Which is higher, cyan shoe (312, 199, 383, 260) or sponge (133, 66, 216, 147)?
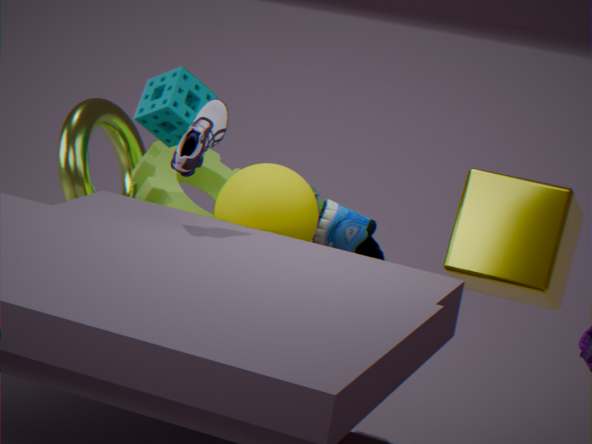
sponge (133, 66, 216, 147)
